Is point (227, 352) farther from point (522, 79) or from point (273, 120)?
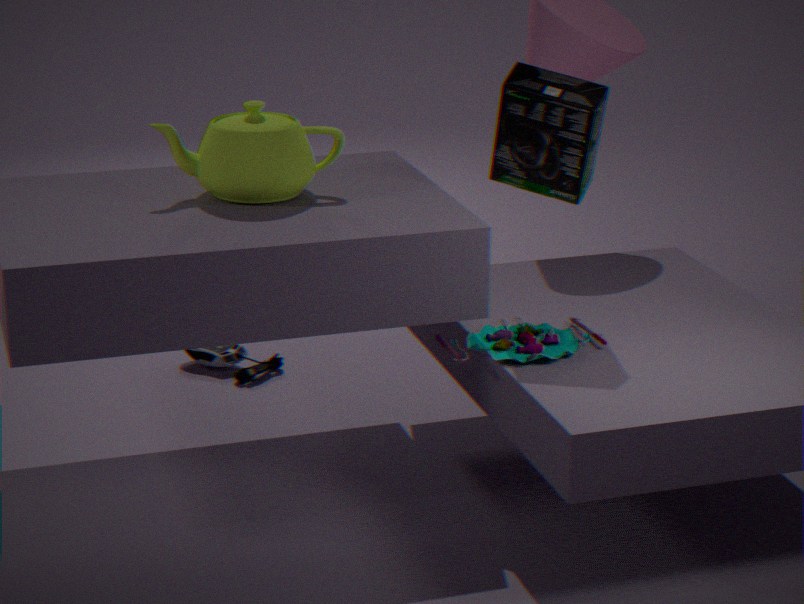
A: point (522, 79)
